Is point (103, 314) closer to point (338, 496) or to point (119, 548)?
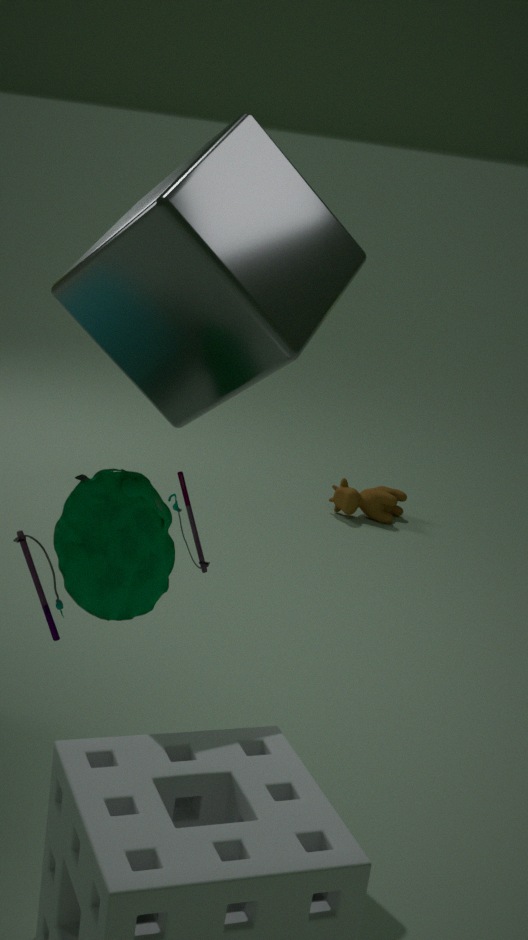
point (119, 548)
